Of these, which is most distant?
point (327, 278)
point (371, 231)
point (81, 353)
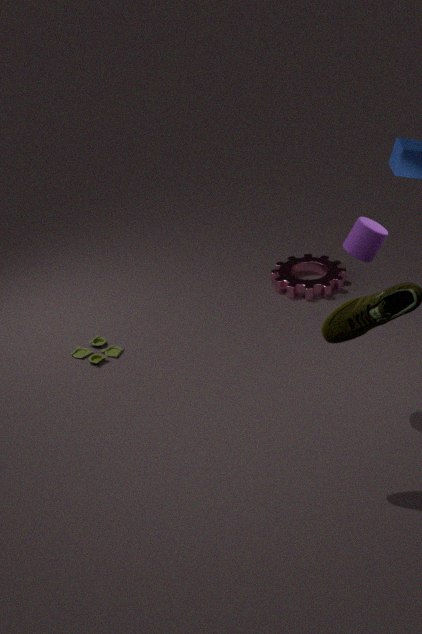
point (327, 278)
